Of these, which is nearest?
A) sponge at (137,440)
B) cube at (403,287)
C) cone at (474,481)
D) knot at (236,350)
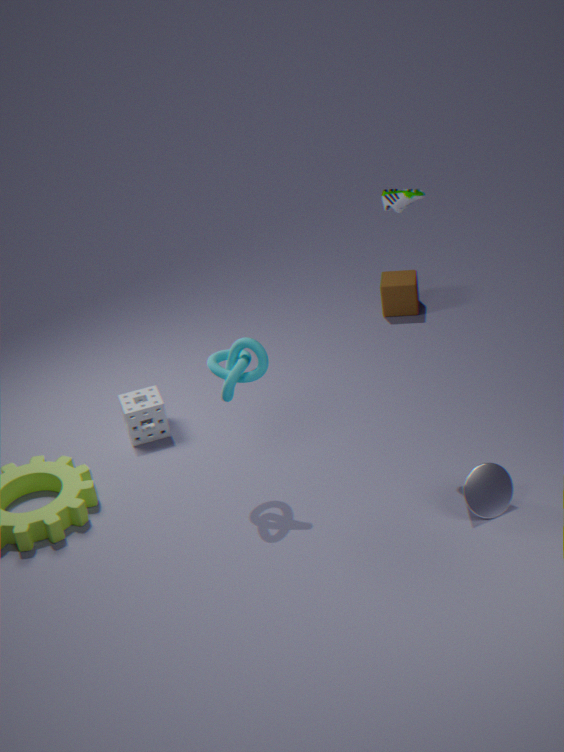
cone at (474,481)
